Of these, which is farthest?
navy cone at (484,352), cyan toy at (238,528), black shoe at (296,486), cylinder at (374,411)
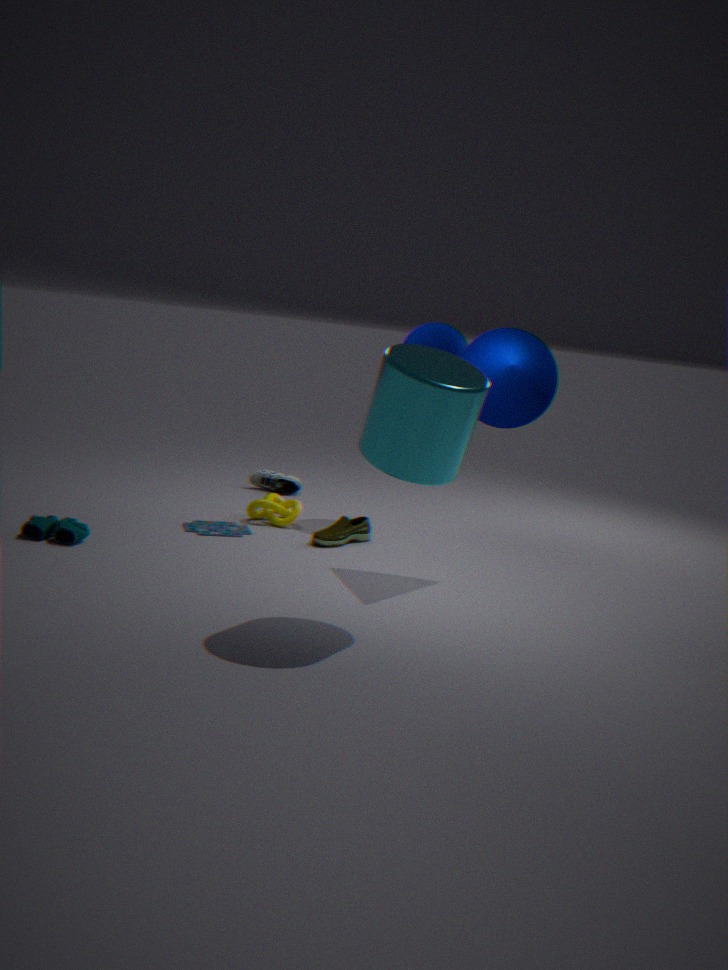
black shoe at (296,486)
